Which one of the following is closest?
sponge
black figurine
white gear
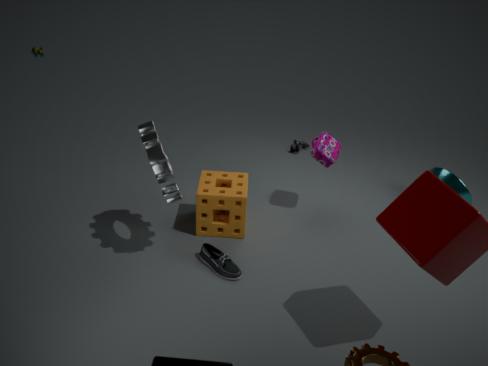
white gear
